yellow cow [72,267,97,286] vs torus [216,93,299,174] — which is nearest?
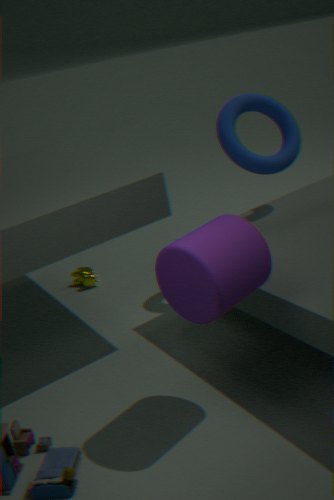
torus [216,93,299,174]
